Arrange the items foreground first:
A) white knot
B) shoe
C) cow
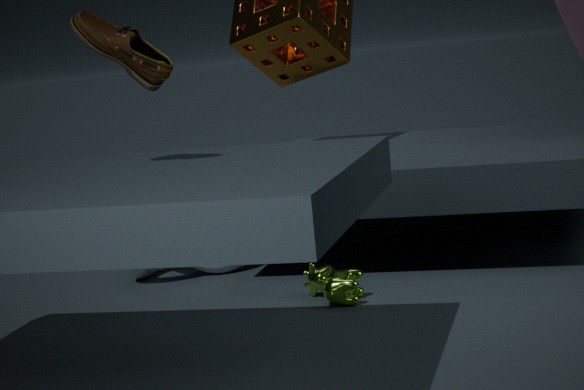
shoe
cow
white knot
